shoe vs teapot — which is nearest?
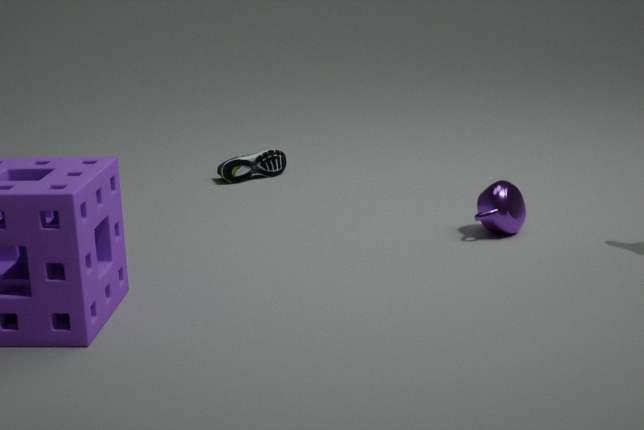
teapot
